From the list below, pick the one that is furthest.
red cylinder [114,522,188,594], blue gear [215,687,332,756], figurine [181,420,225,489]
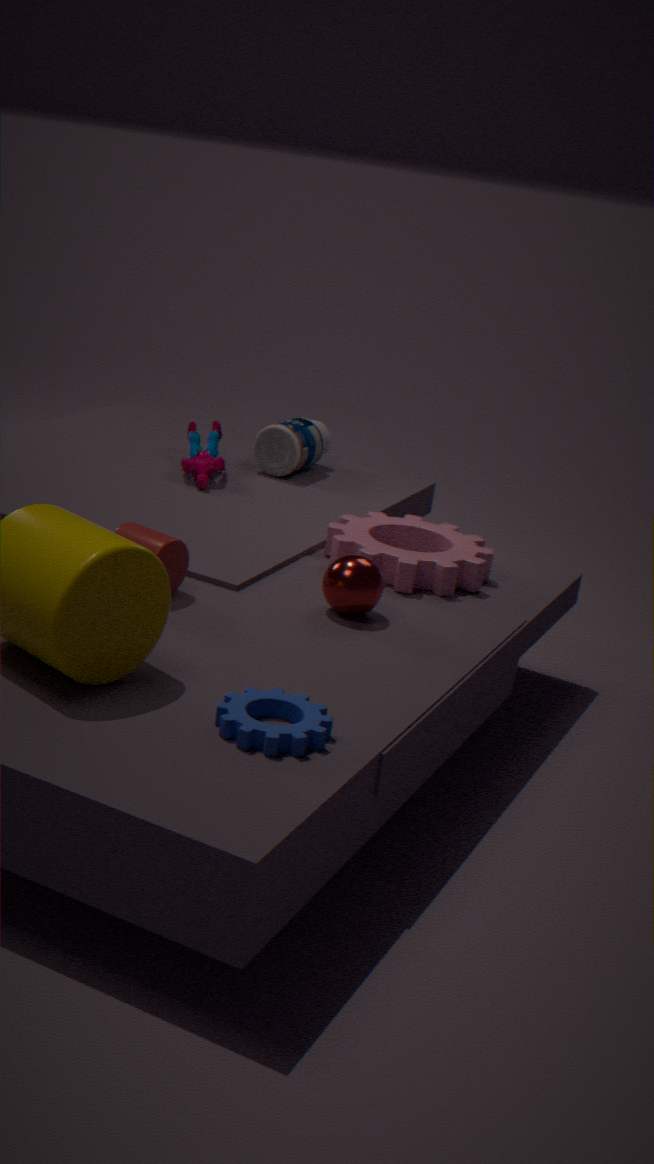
figurine [181,420,225,489]
